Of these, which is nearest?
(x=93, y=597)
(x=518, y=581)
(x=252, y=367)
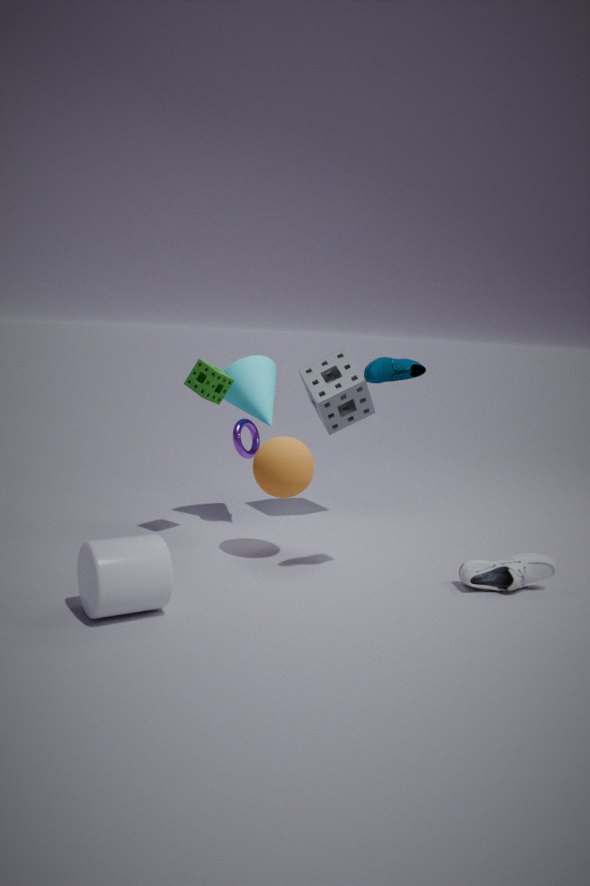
(x=93, y=597)
